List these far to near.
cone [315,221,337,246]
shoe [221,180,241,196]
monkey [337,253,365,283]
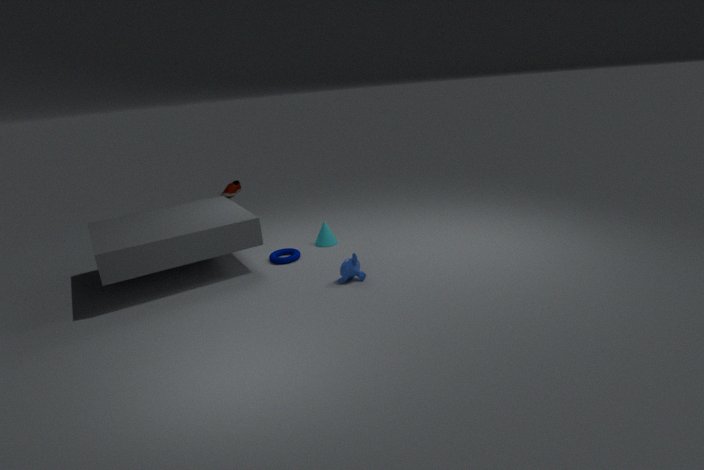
shoe [221,180,241,196], cone [315,221,337,246], monkey [337,253,365,283]
